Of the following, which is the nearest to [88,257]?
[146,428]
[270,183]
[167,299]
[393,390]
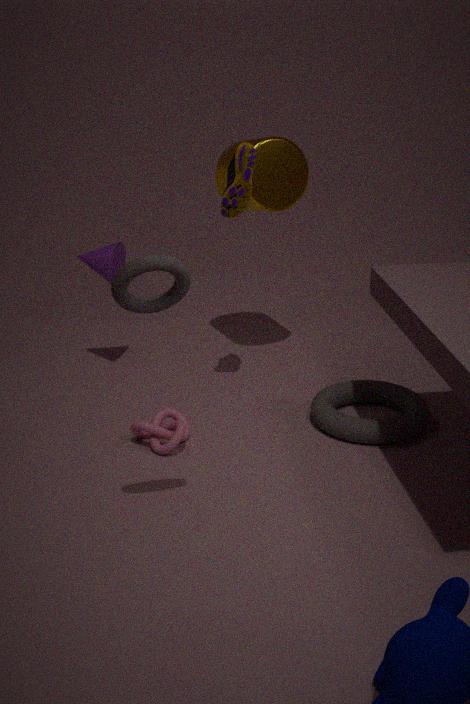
[270,183]
